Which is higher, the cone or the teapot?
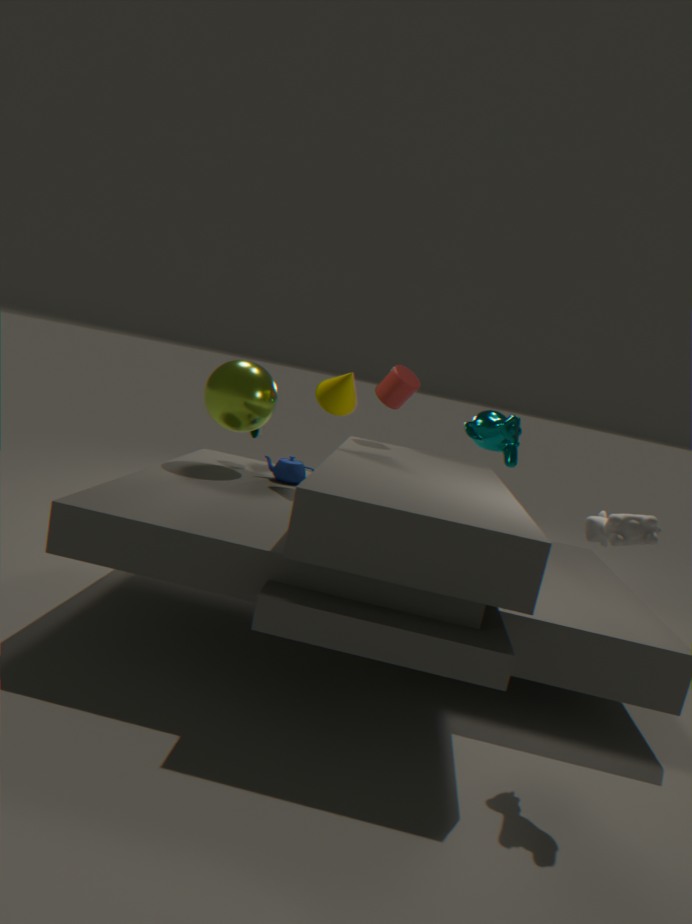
the cone
